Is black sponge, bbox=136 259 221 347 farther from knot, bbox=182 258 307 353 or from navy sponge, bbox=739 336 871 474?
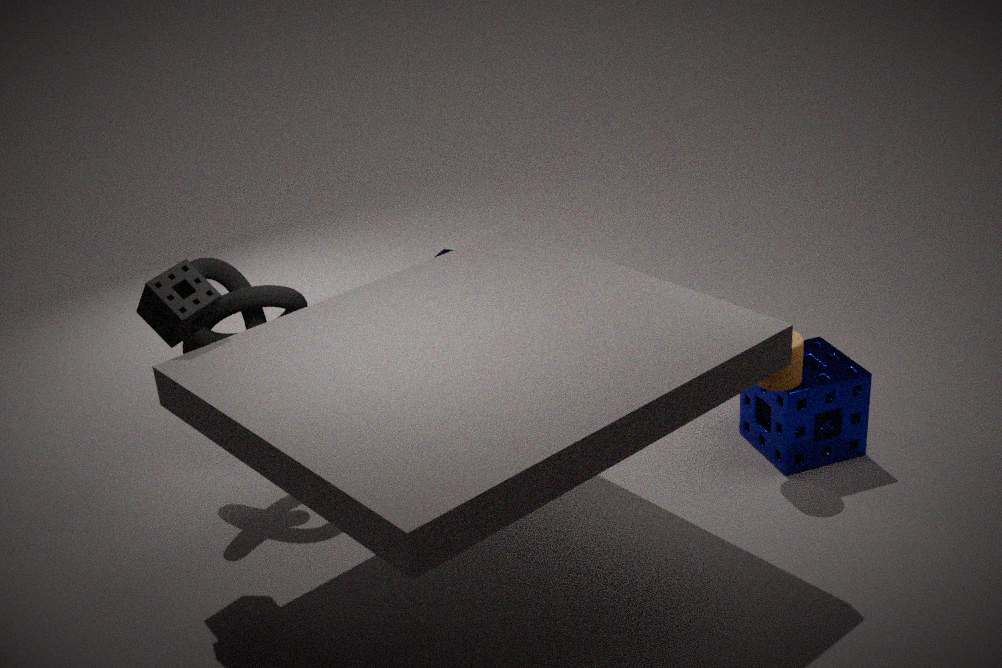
navy sponge, bbox=739 336 871 474
